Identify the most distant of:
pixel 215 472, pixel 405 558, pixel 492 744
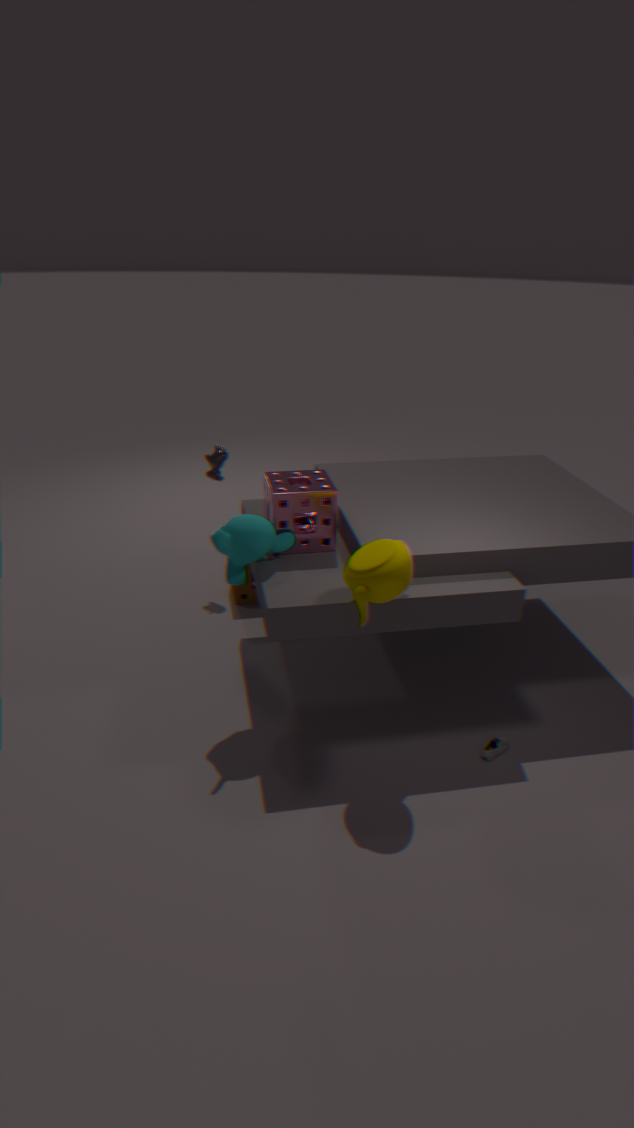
pixel 215 472
